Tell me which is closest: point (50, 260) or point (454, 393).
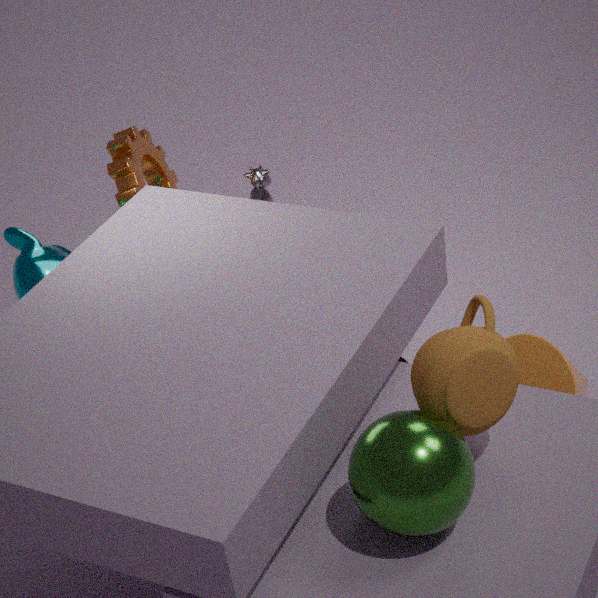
point (454, 393)
